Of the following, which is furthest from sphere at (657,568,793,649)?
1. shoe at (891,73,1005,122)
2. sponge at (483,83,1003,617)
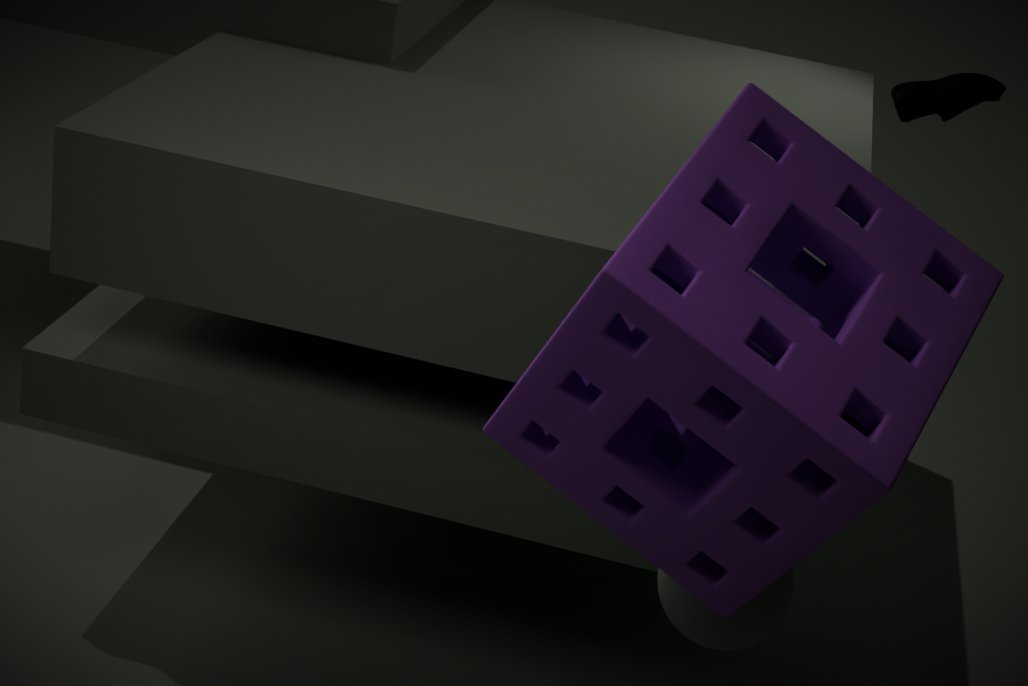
shoe at (891,73,1005,122)
